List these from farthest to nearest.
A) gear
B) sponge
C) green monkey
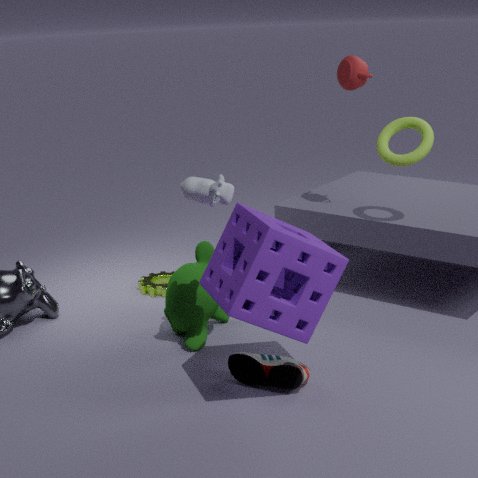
gear → green monkey → sponge
